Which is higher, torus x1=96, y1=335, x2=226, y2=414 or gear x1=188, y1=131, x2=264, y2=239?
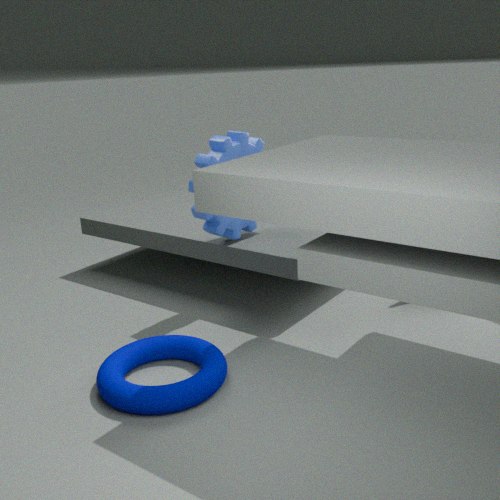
gear x1=188, y1=131, x2=264, y2=239
